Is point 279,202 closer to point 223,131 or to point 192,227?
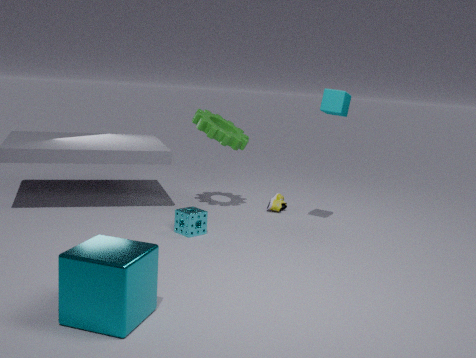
point 223,131
